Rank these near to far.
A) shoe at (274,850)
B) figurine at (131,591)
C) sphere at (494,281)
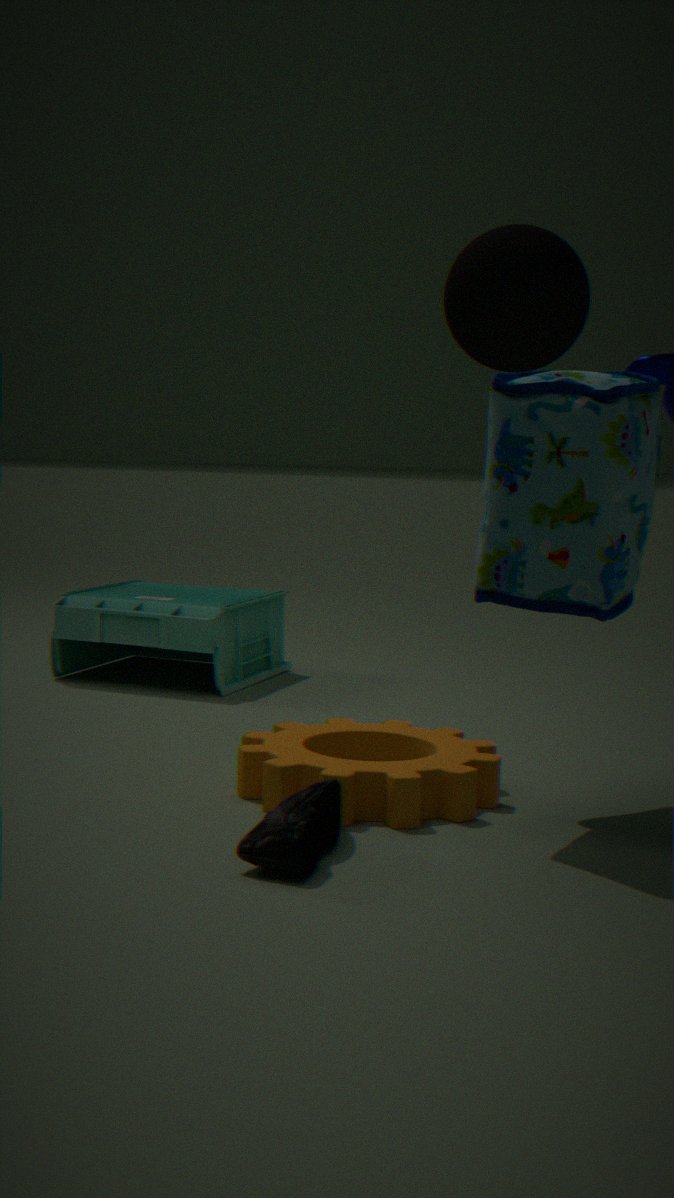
sphere at (494,281)
shoe at (274,850)
figurine at (131,591)
